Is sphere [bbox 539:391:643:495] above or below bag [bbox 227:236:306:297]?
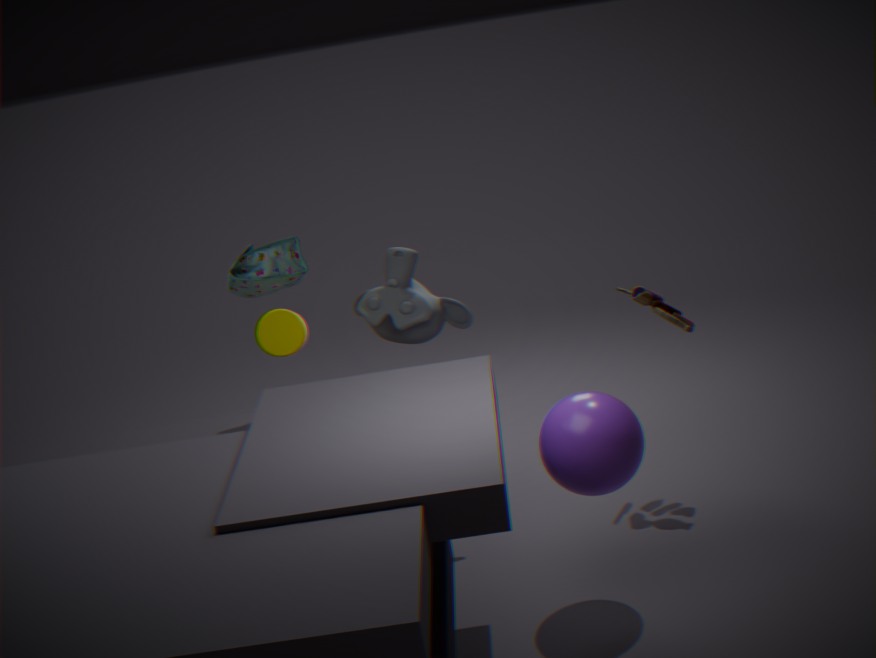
below
